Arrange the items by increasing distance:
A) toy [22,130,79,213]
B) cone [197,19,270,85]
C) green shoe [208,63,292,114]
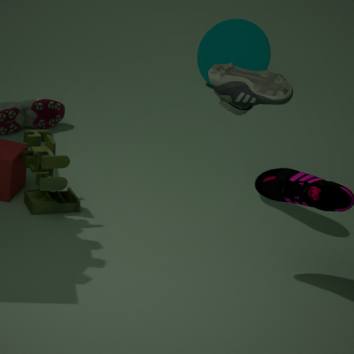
1. toy [22,130,79,213]
2. green shoe [208,63,292,114]
3. cone [197,19,270,85]
